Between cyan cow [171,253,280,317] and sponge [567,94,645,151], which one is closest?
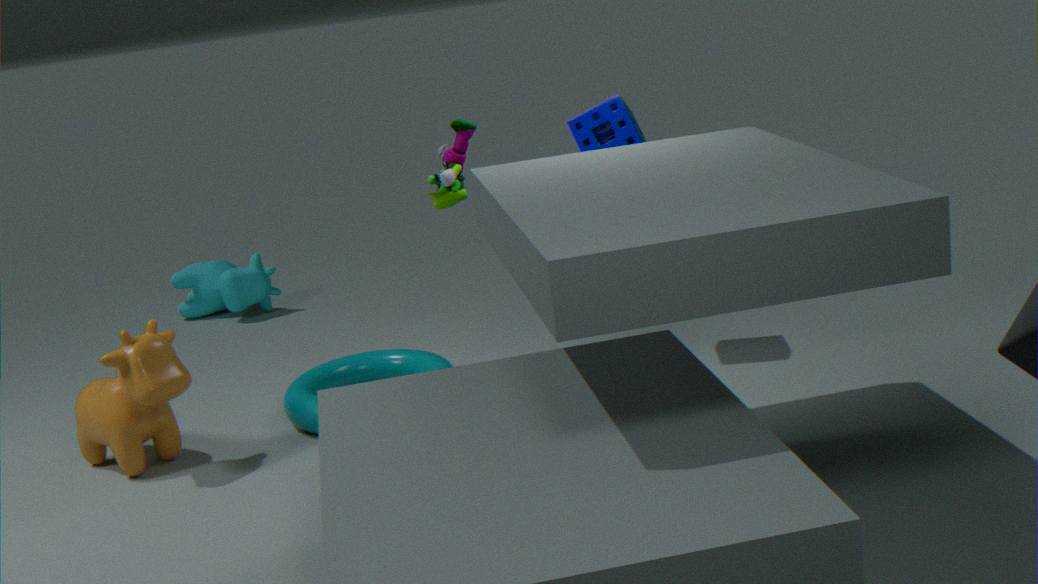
sponge [567,94,645,151]
